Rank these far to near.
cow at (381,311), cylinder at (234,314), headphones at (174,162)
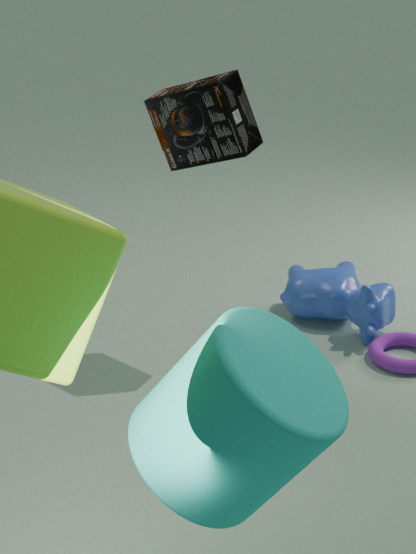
cow at (381,311), headphones at (174,162), cylinder at (234,314)
